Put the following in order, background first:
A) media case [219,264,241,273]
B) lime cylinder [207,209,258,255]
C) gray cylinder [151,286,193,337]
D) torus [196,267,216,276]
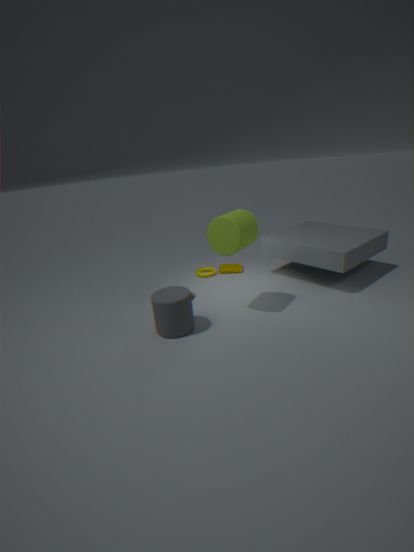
A. media case [219,264,241,273]
D. torus [196,267,216,276]
B. lime cylinder [207,209,258,255]
C. gray cylinder [151,286,193,337]
